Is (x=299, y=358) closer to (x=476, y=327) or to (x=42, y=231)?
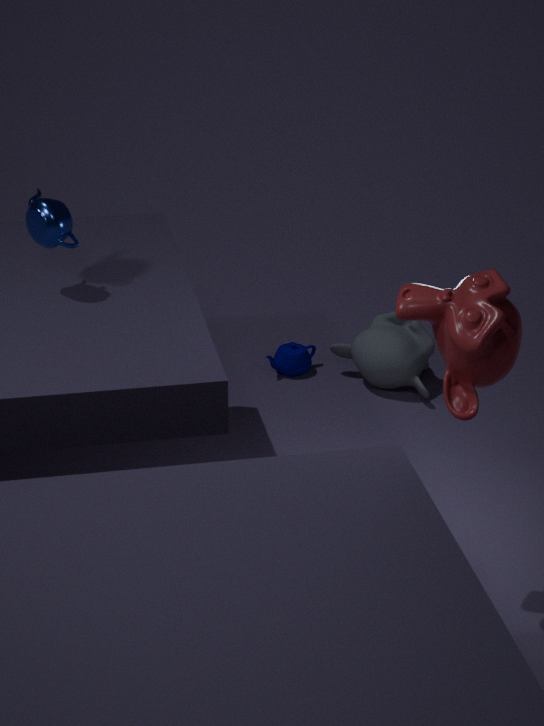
(x=42, y=231)
